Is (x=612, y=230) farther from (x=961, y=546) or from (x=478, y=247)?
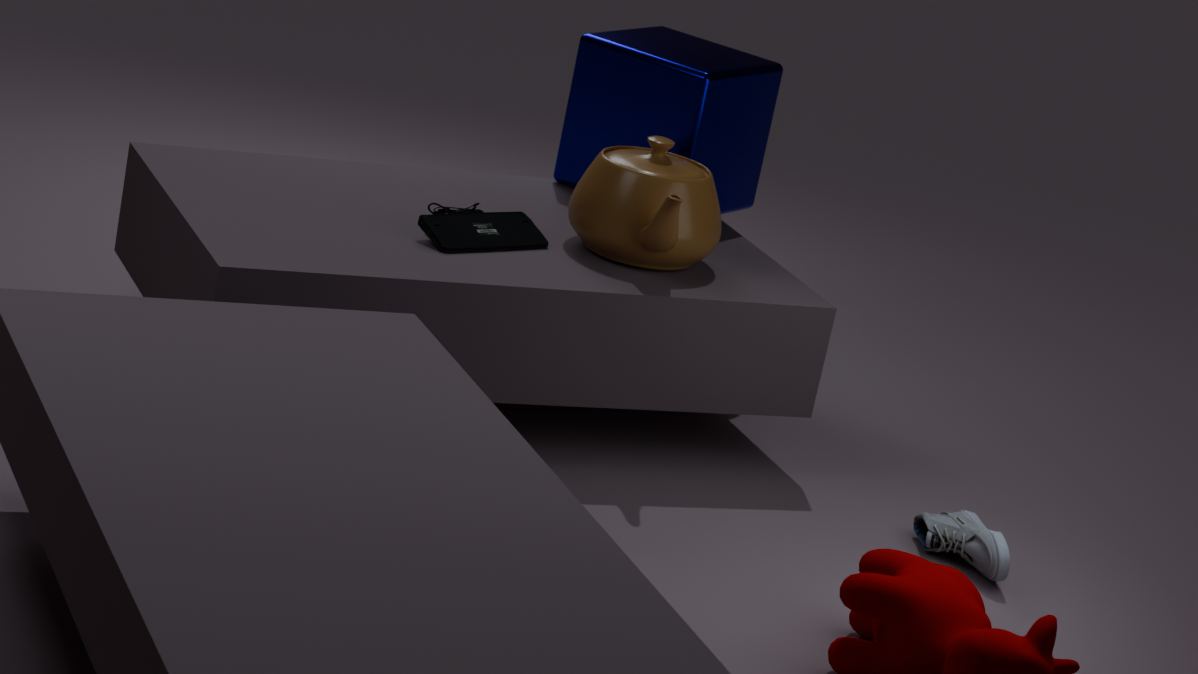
(x=961, y=546)
